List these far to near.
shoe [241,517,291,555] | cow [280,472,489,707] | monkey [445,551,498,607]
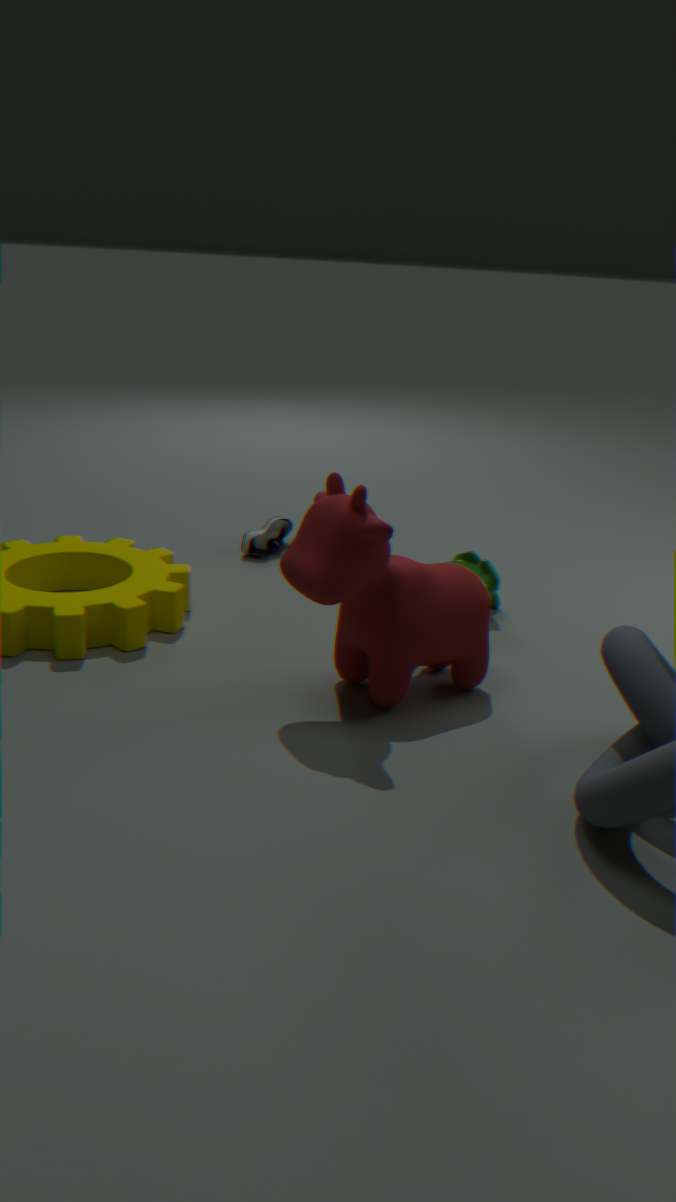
shoe [241,517,291,555] < monkey [445,551,498,607] < cow [280,472,489,707]
